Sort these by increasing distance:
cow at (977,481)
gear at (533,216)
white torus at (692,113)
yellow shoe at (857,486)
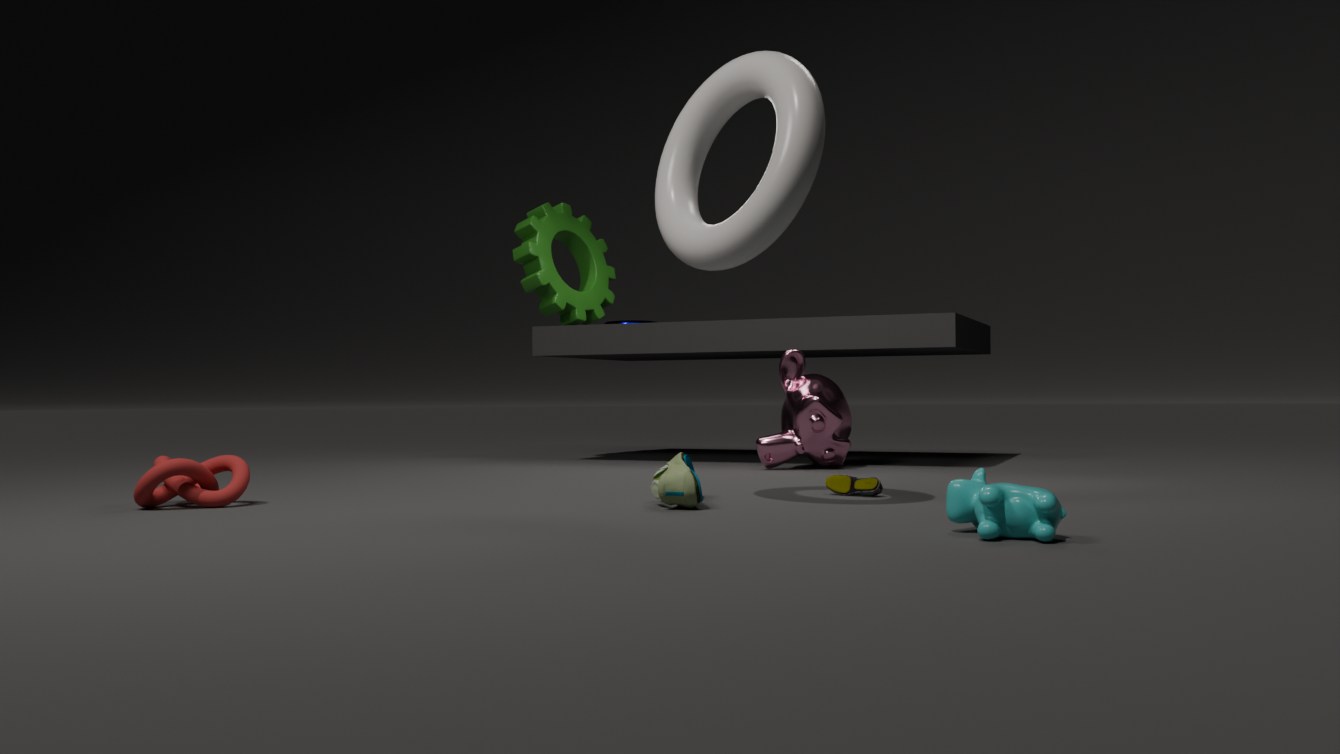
cow at (977,481) → white torus at (692,113) → yellow shoe at (857,486) → gear at (533,216)
